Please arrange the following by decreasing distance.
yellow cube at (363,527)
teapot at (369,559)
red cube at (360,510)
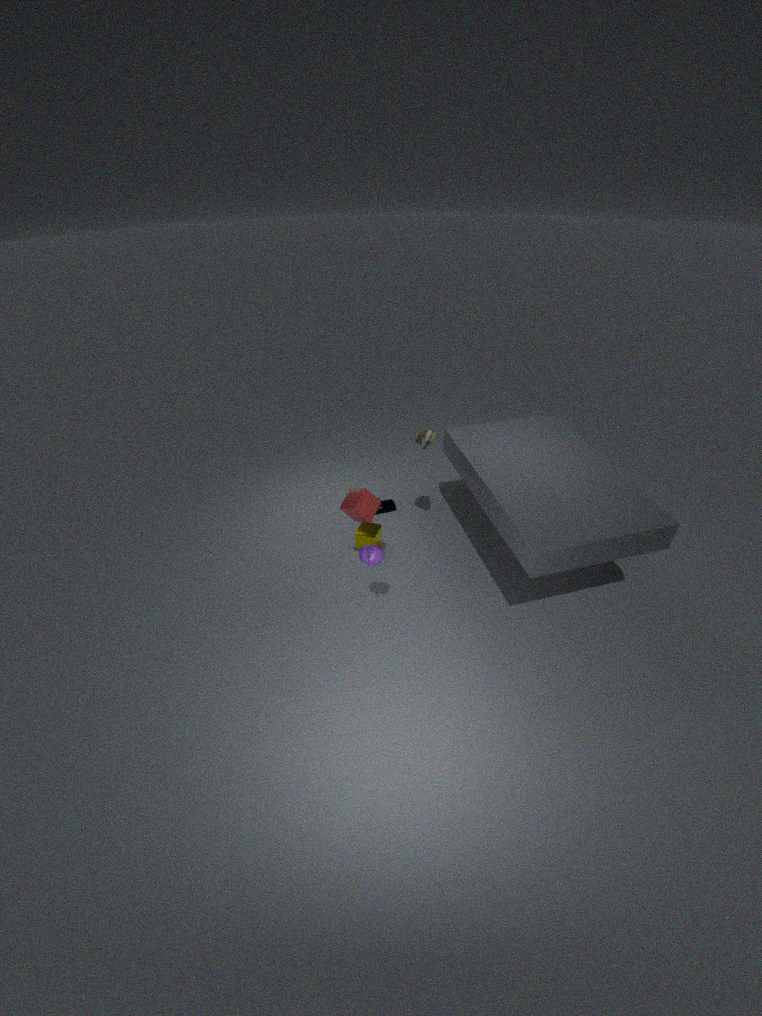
yellow cube at (363,527)
red cube at (360,510)
teapot at (369,559)
